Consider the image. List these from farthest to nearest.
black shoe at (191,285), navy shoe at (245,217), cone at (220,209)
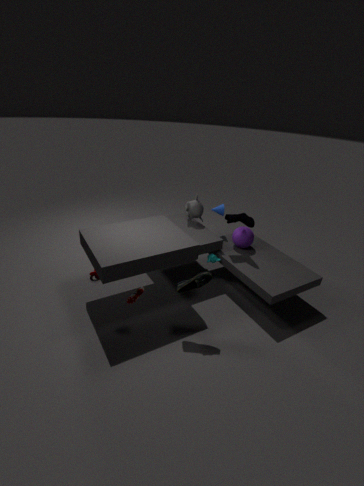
cone at (220,209)
navy shoe at (245,217)
black shoe at (191,285)
